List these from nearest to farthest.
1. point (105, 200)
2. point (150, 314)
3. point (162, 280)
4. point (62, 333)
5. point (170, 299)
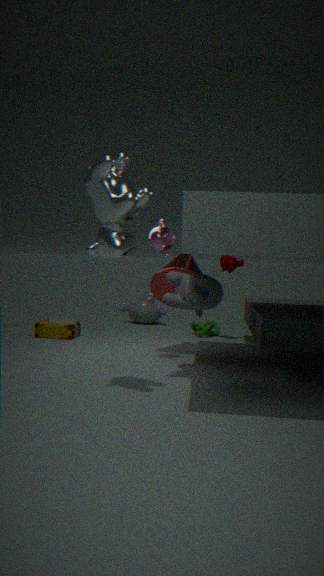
1. point (105, 200)
2. point (170, 299)
3. point (162, 280)
4. point (62, 333)
5. point (150, 314)
